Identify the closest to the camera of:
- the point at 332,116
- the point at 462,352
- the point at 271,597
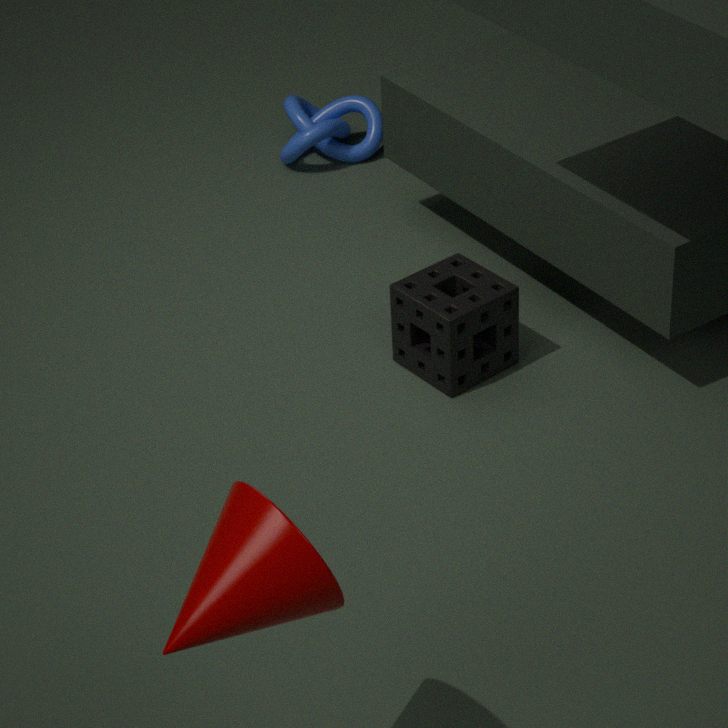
the point at 271,597
